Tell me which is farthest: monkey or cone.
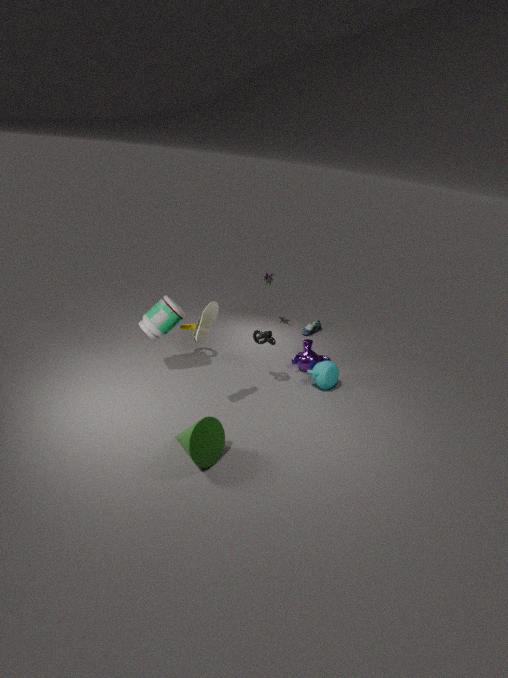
monkey
